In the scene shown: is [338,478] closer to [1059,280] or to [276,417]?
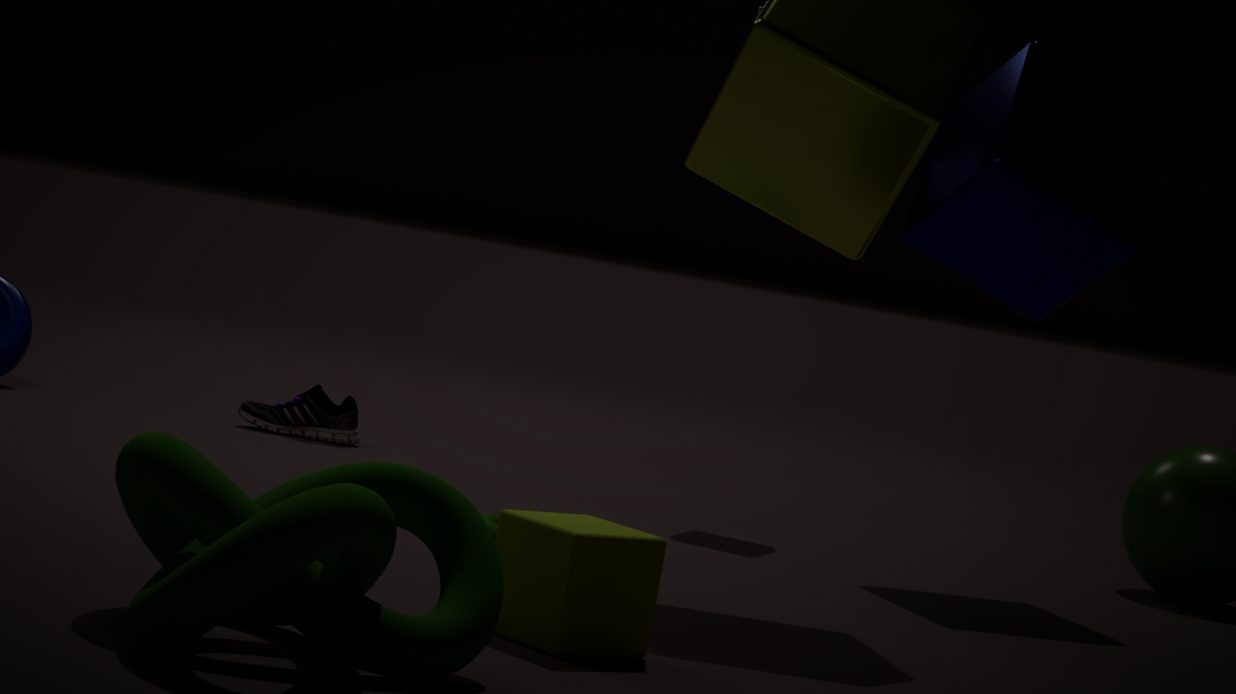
[1059,280]
